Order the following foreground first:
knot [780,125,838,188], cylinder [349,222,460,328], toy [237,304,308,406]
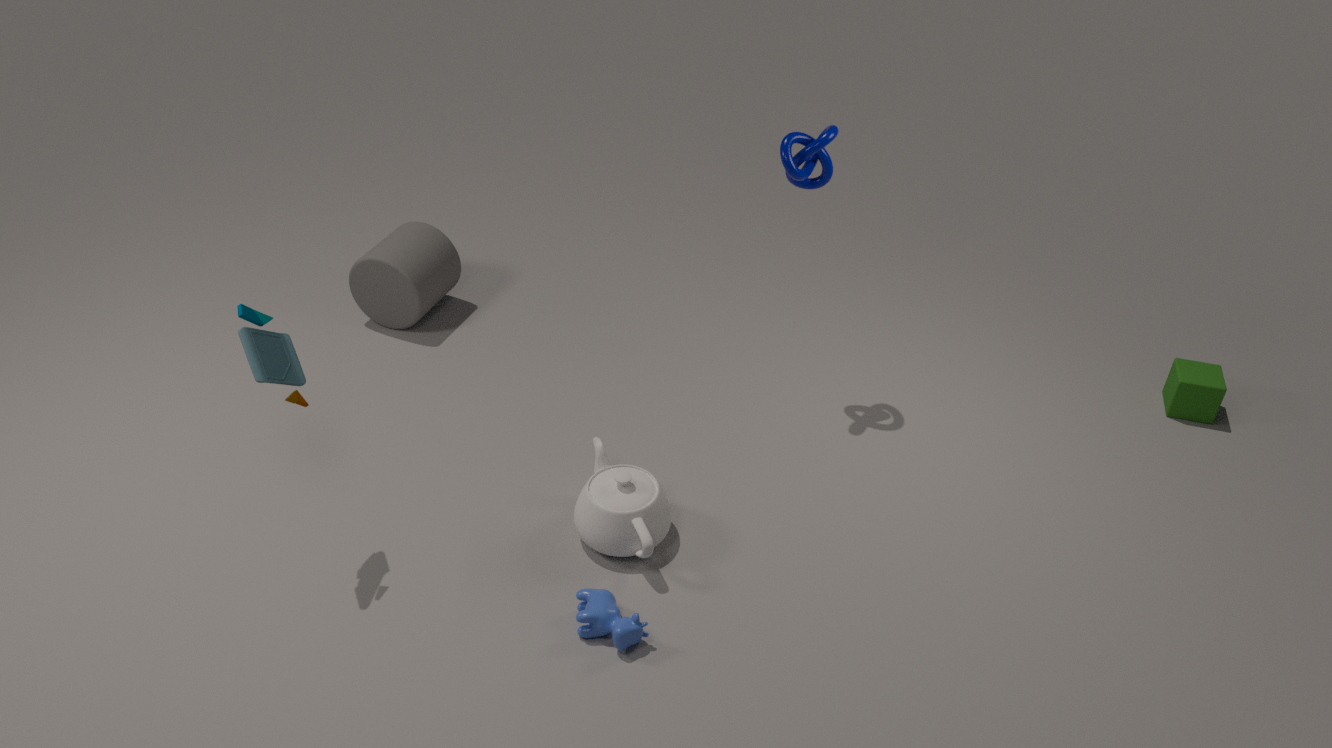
toy [237,304,308,406], knot [780,125,838,188], cylinder [349,222,460,328]
